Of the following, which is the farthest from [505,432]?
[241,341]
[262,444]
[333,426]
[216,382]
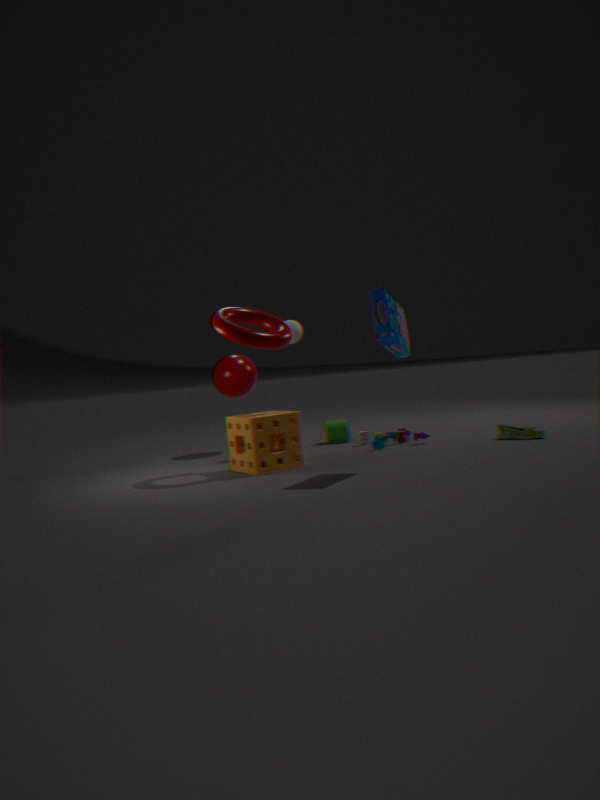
[216,382]
